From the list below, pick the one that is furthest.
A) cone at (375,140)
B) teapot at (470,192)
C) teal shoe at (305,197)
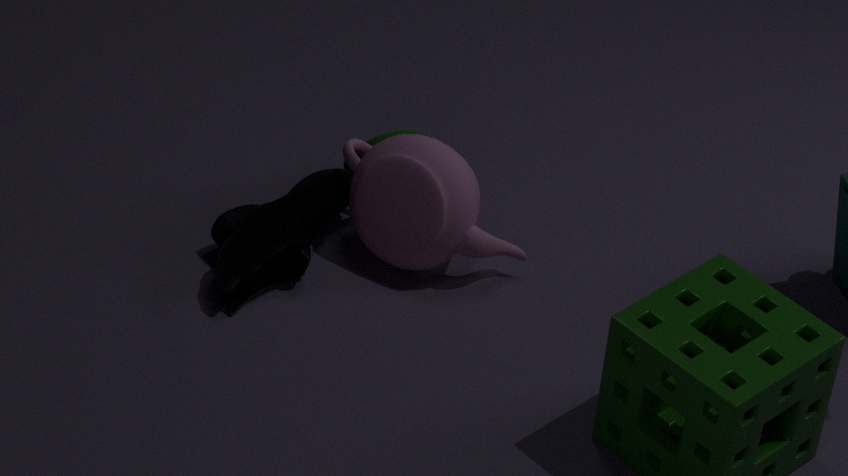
cone at (375,140)
